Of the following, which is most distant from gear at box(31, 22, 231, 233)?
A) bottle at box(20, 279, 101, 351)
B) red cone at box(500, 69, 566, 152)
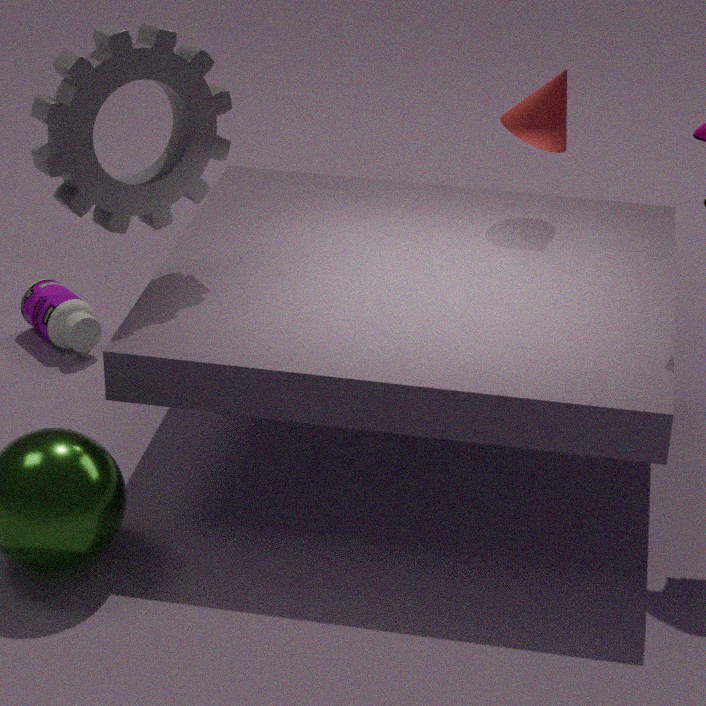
red cone at box(500, 69, 566, 152)
